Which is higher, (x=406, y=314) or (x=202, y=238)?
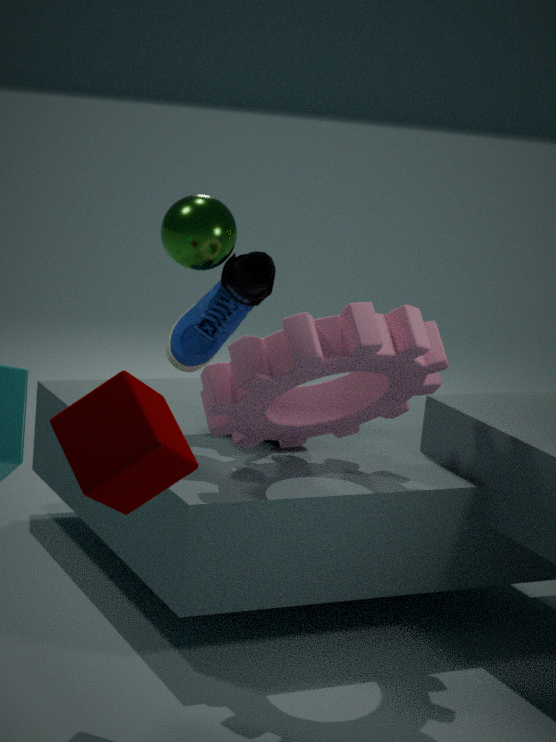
(x=202, y=238)
